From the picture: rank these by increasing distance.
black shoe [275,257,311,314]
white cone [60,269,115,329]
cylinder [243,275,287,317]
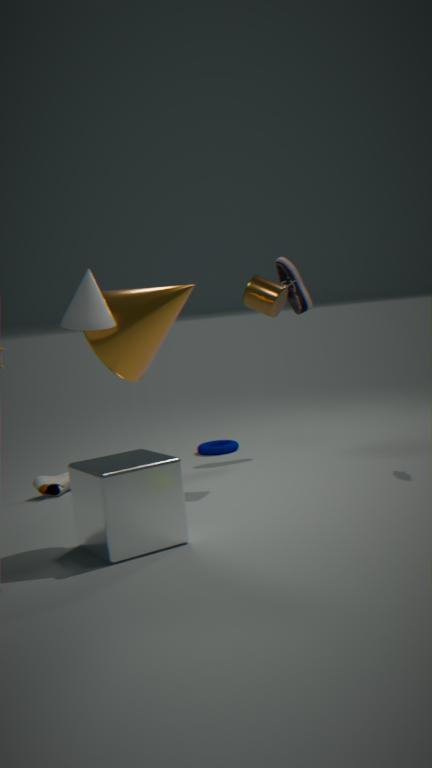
white cone [60,269,115,329], cylinder [243,275,287,317], black shoe [275,257,311,314]
